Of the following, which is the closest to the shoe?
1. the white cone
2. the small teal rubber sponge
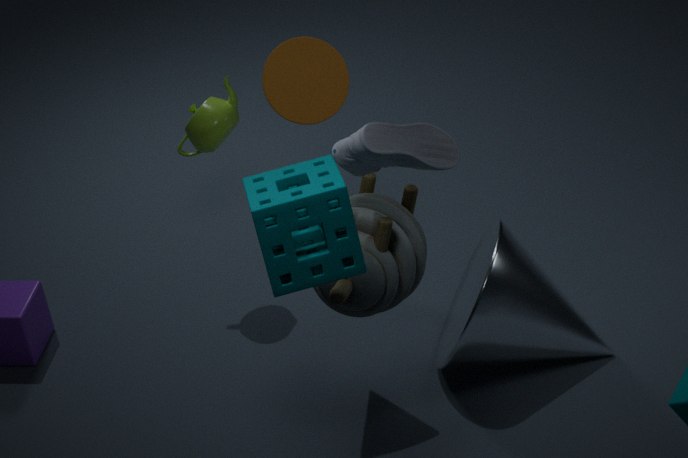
the small teal rubber sponge
